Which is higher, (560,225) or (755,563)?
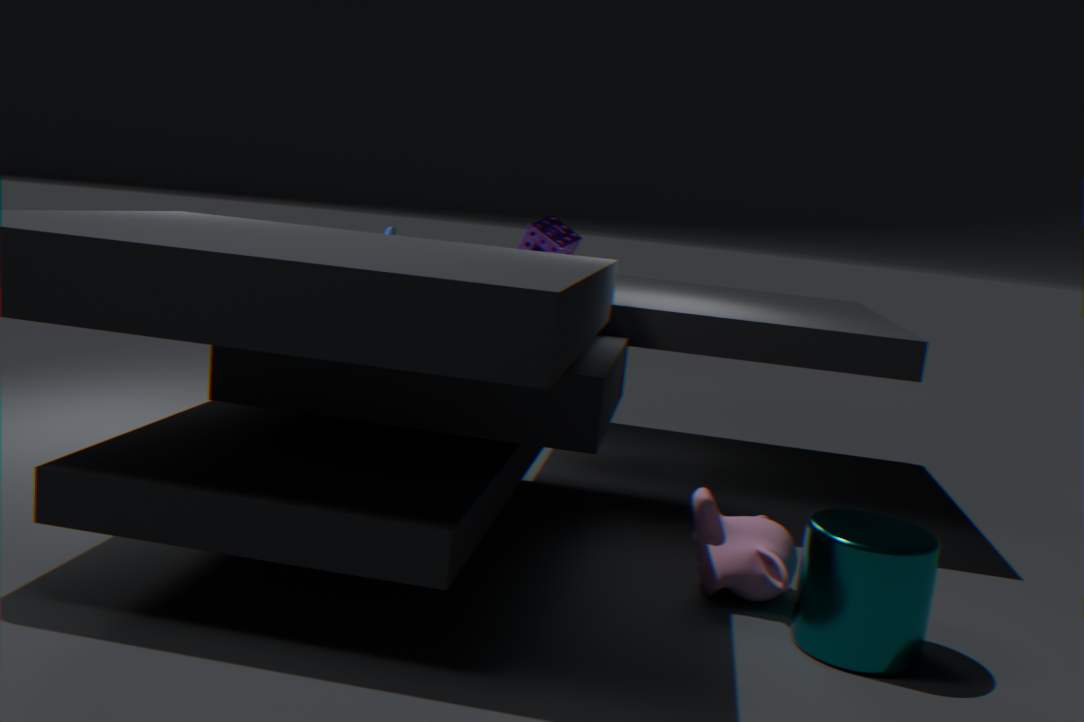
(560,225)
